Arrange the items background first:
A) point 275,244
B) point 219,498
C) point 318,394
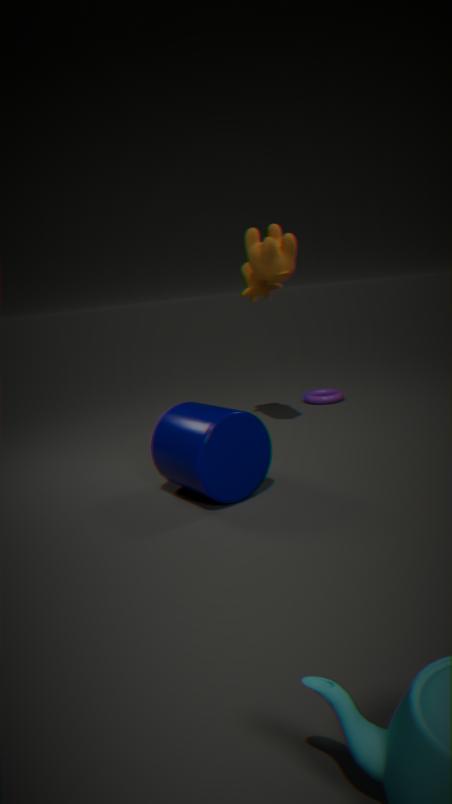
point 318,394 → point 275,244 → point 219,498
